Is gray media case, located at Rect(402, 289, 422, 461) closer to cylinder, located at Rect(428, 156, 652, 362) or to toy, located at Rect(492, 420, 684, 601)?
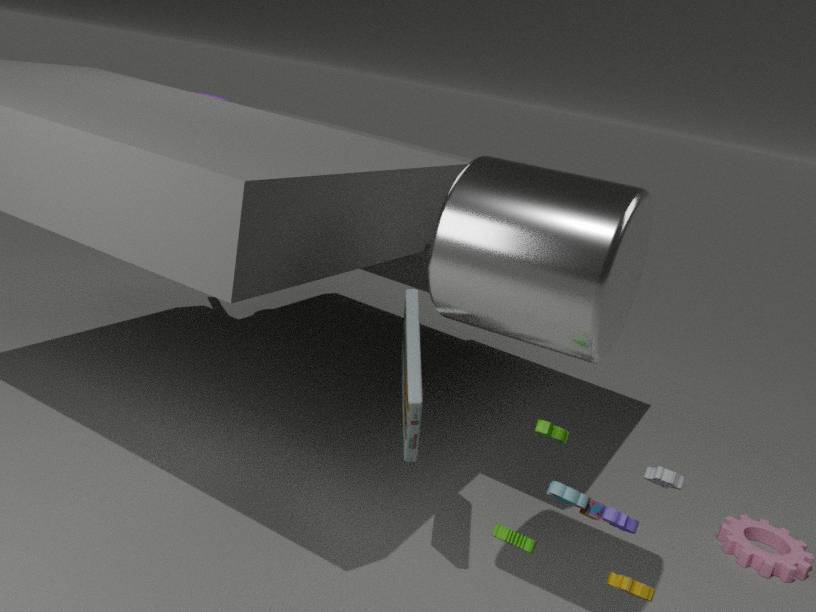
cylinder, located at Rect(428, 156, 652, 362)
